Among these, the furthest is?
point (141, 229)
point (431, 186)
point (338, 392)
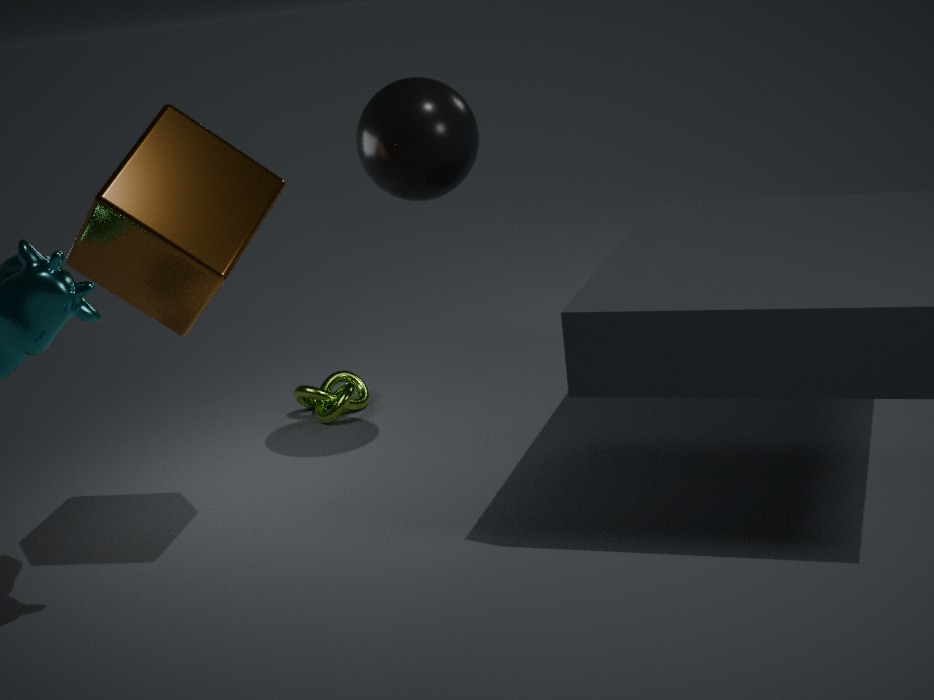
point (338, 392)
